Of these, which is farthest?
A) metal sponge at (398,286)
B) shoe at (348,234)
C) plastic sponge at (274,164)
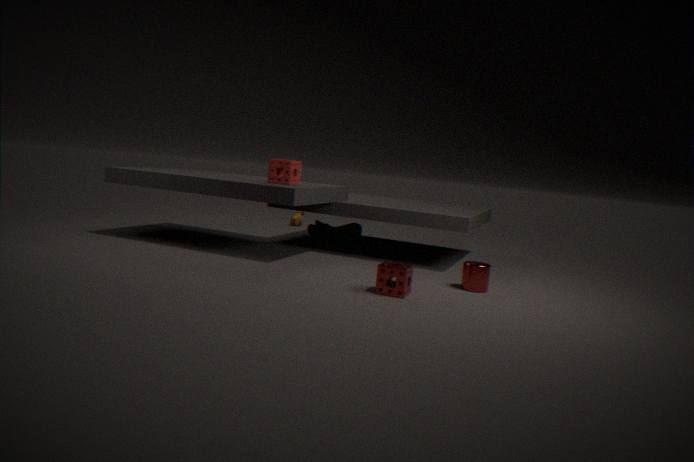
B. shoe at (348,234)
